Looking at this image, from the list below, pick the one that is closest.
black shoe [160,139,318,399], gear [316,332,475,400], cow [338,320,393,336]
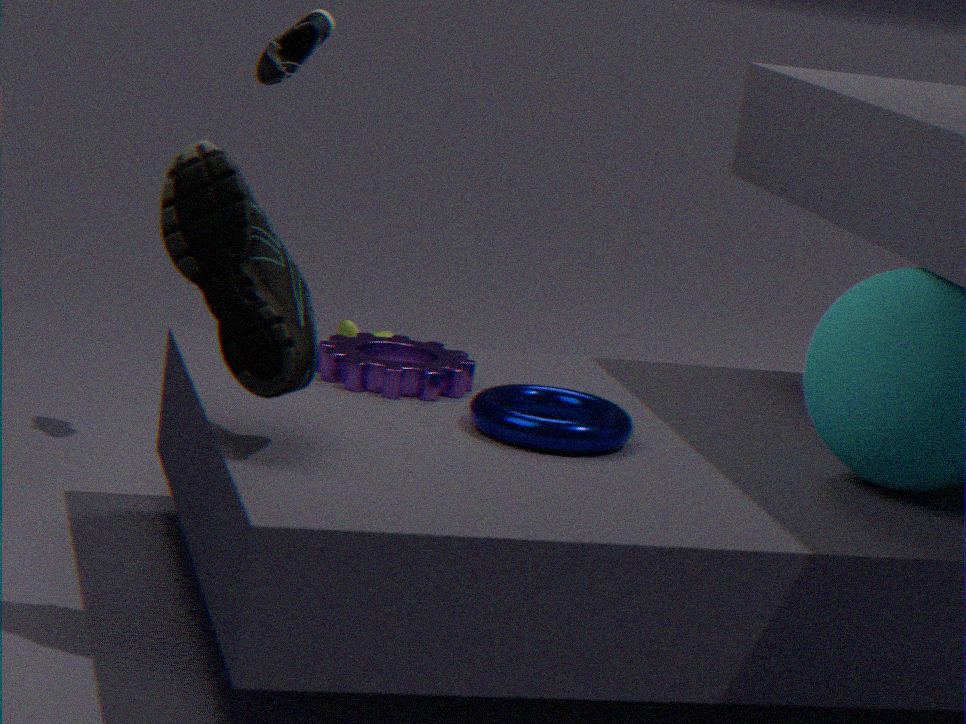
→ black shoe [160,139,318,399]
